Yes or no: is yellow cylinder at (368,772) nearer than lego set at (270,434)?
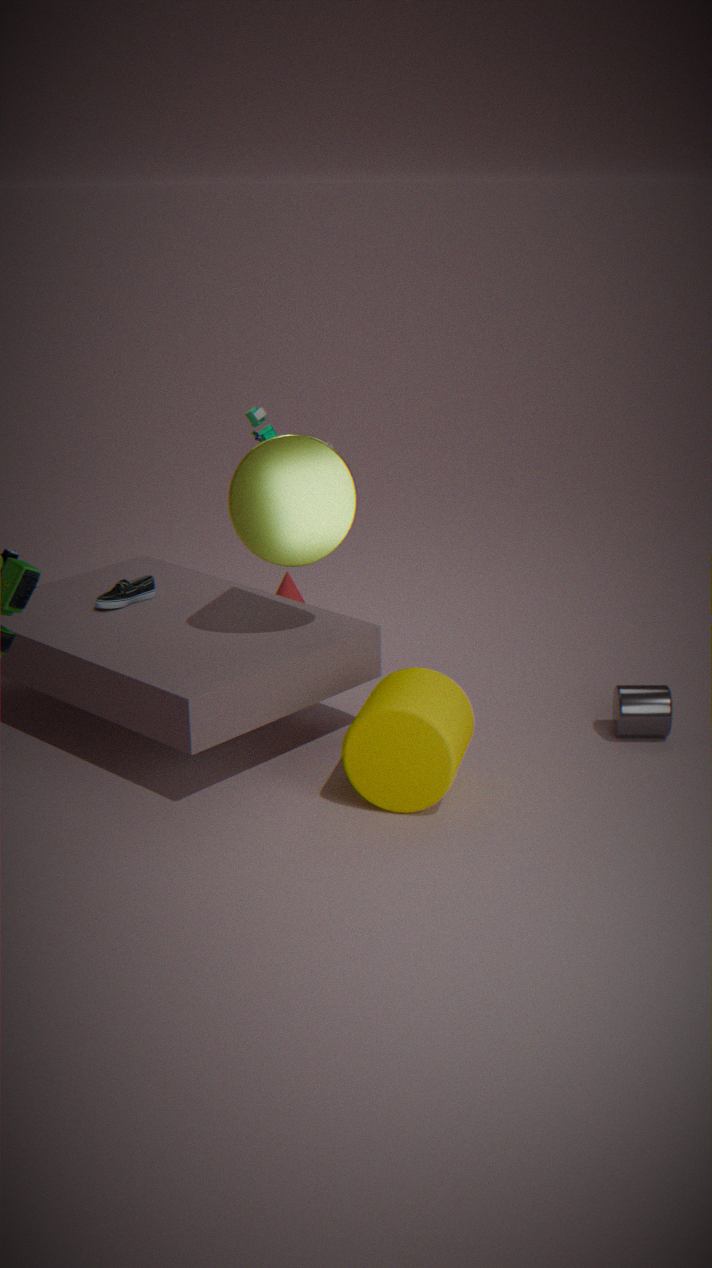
Yes
